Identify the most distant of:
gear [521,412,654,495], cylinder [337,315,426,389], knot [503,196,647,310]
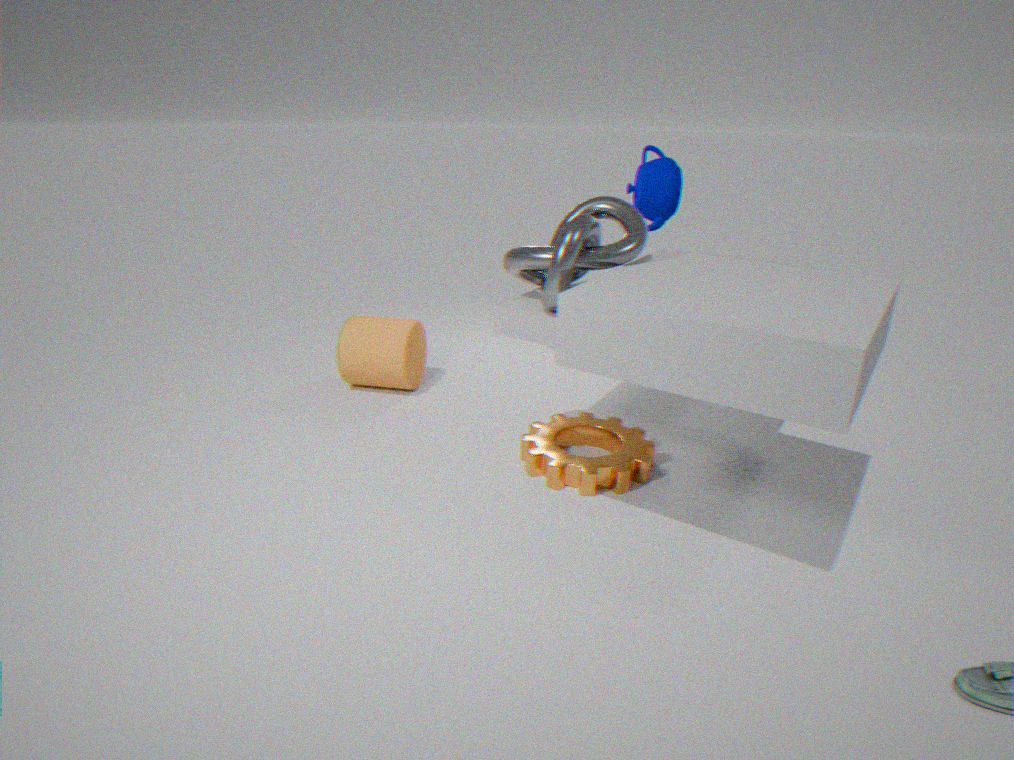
cylinder [337,315,426,389]
